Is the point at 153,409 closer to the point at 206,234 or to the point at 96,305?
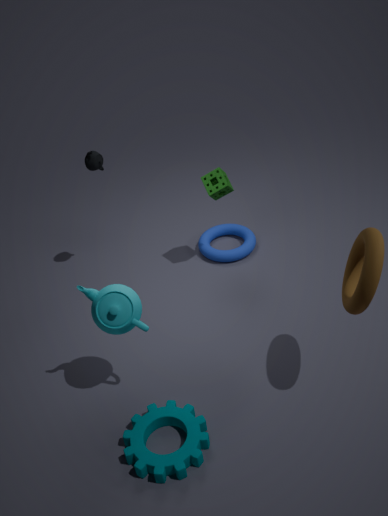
the point at 96,305
